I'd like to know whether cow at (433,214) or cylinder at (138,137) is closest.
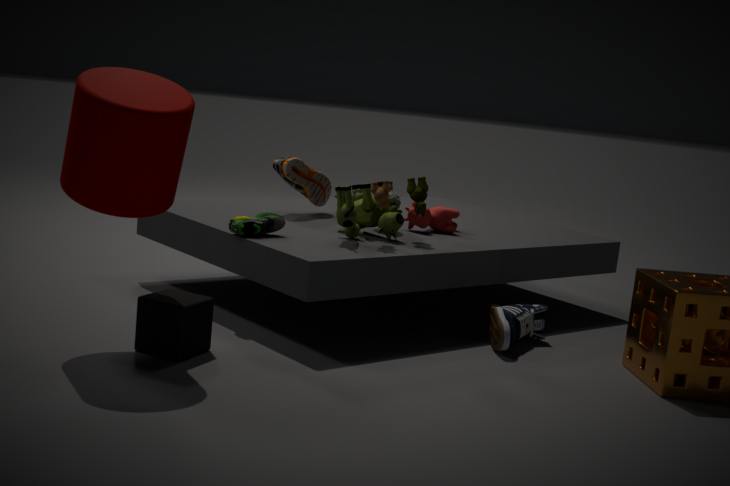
cylinder at (138,137)
